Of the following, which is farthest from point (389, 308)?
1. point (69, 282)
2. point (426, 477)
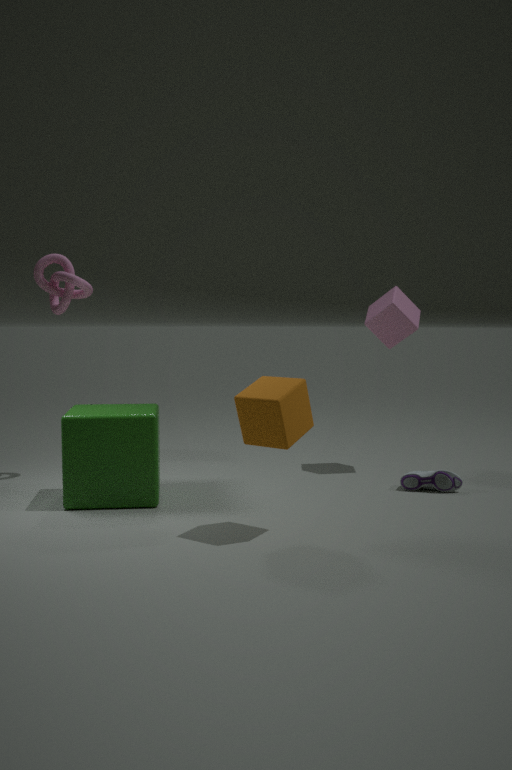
point (69, 282)
